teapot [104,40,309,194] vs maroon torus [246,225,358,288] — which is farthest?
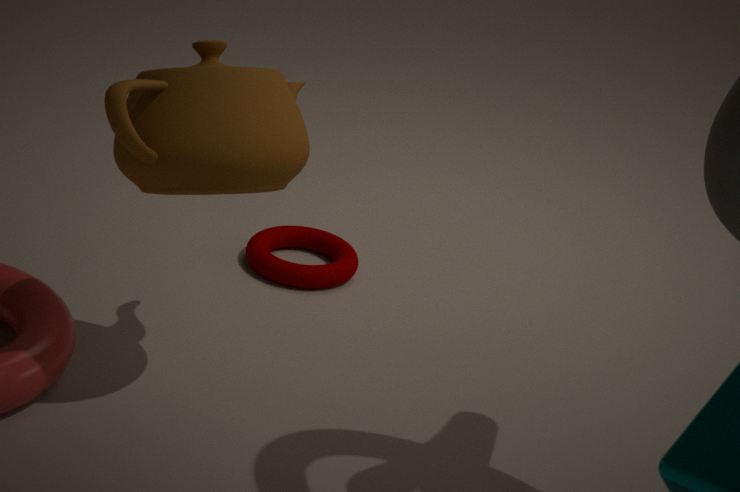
maroon torus [246,225,358,288]
